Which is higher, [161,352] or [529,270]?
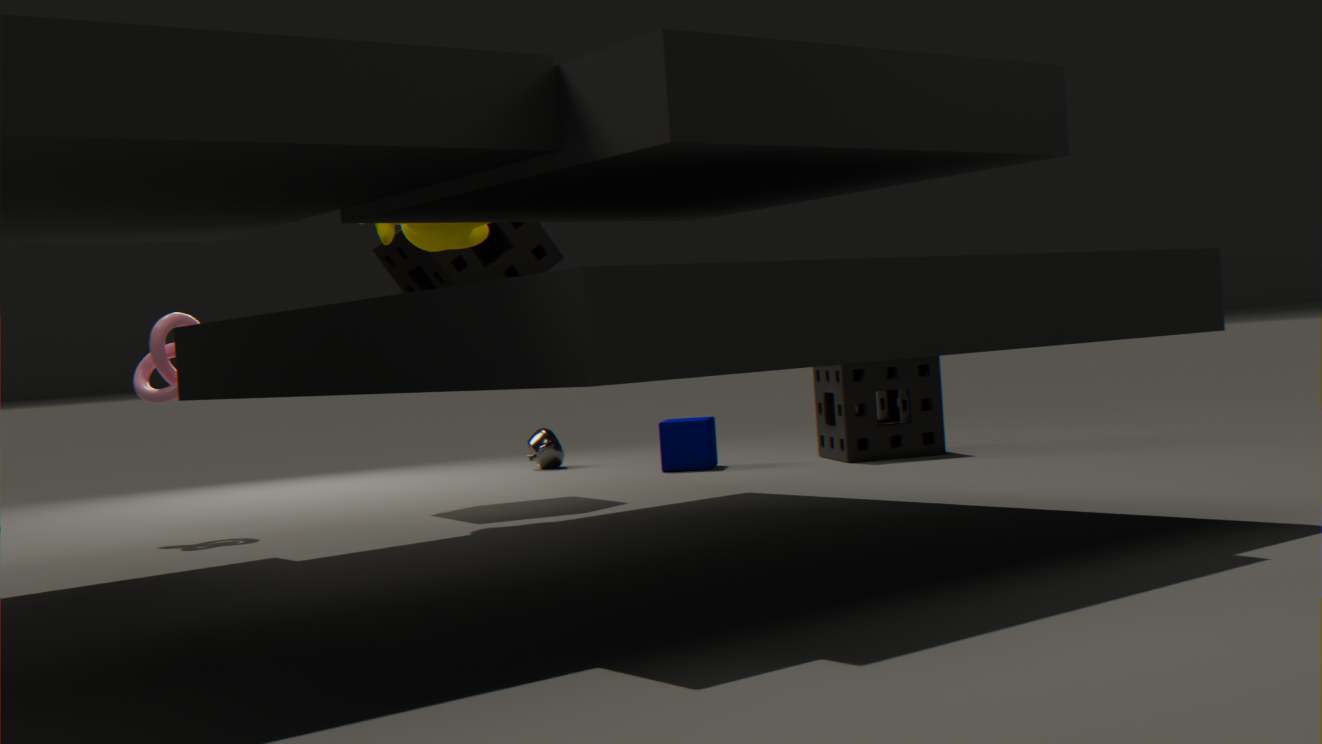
[529,270]
